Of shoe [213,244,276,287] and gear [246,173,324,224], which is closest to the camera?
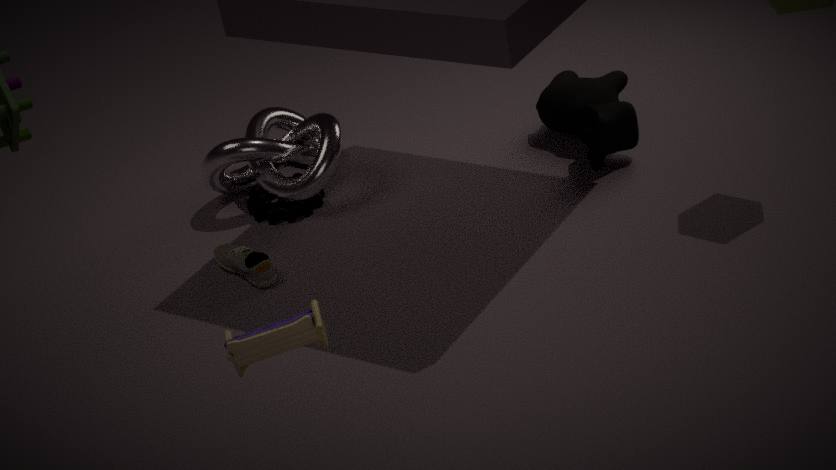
shoe [213,244,276,287]
